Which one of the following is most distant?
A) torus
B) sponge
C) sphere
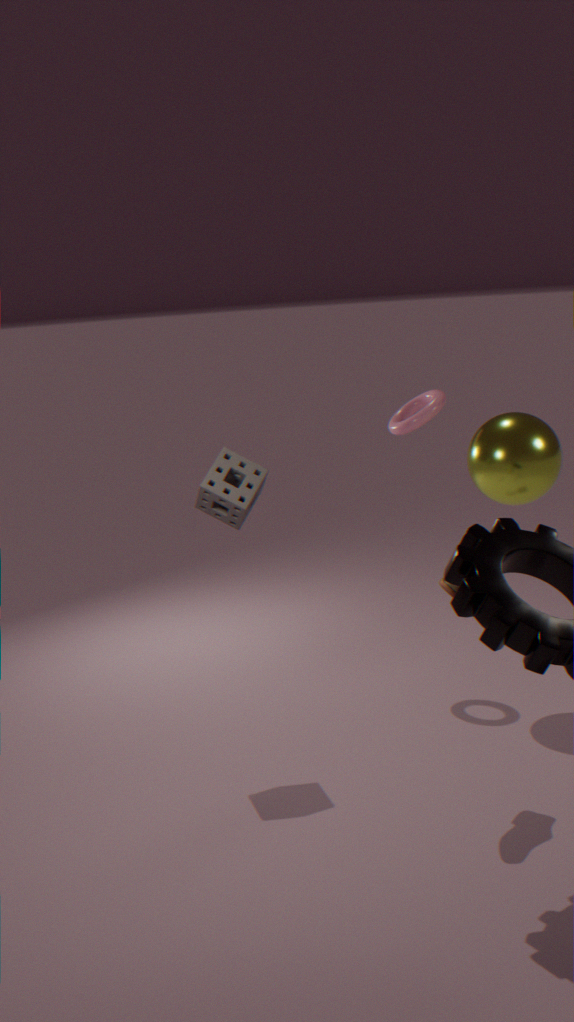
torus
